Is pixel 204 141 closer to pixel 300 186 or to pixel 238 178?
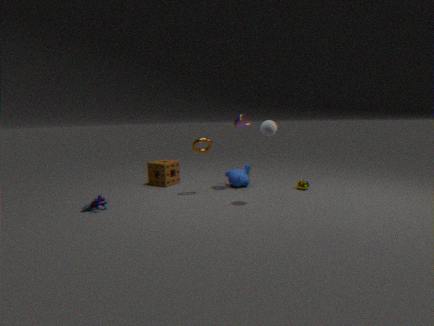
pixel 238 178
